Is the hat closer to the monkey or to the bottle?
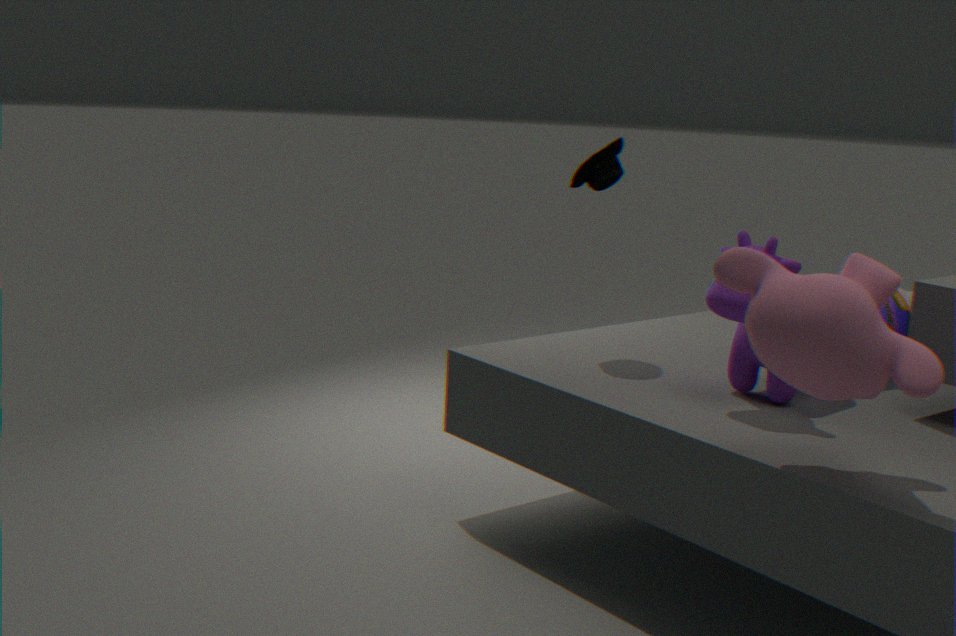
the bottle
